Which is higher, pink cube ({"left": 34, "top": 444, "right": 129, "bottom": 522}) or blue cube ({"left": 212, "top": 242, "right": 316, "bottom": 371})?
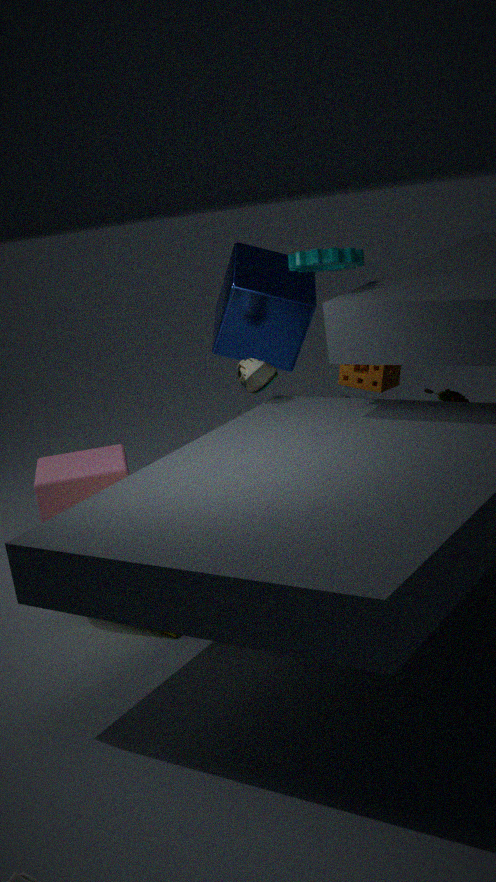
blue cube ({"left": 212, "top": 242, "right": 316, "bottom": 371})
